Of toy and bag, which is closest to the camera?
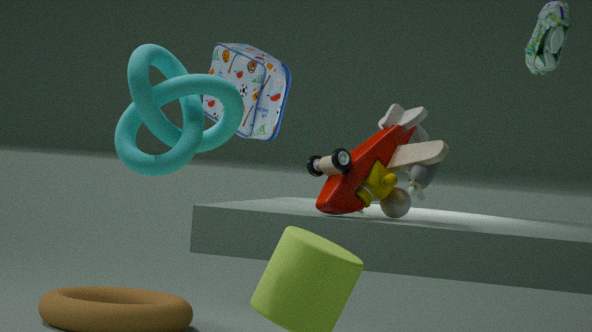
toy
